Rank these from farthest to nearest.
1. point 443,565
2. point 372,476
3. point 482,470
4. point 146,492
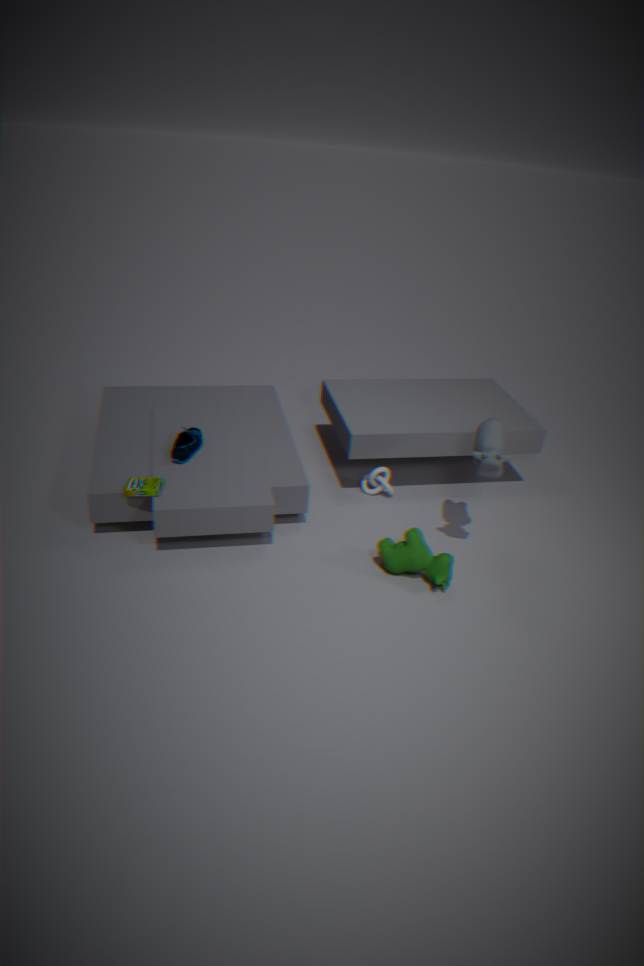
1. point 372,476
2. point 146,492
3. point 443,565
4. point 482,470
